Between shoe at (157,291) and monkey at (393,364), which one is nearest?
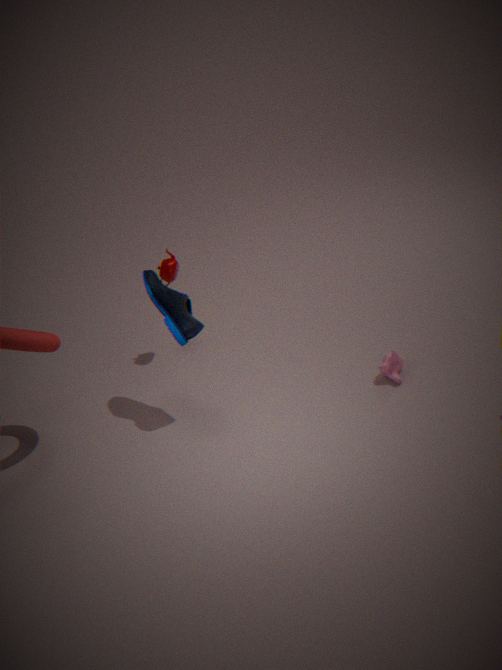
shoe at (157,291)
